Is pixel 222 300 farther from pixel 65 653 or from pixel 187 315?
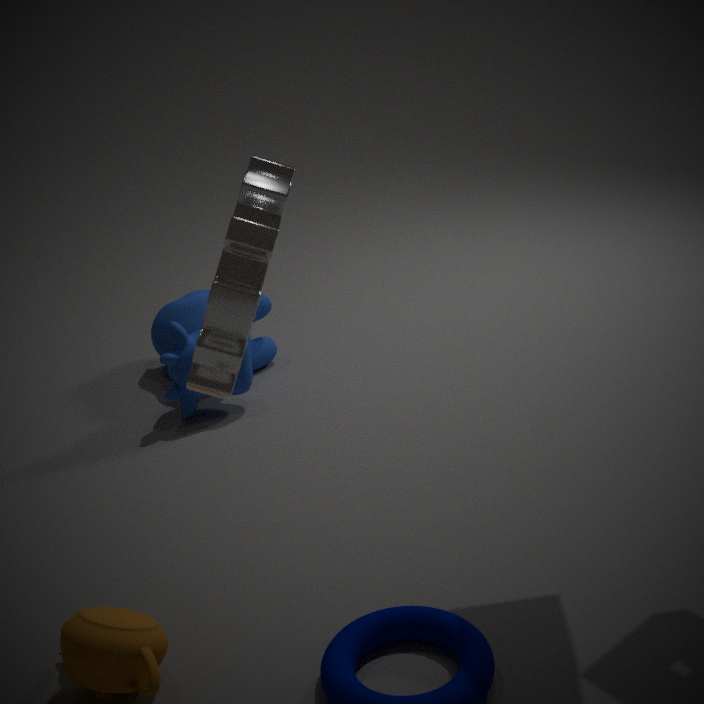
pixel 187 315
